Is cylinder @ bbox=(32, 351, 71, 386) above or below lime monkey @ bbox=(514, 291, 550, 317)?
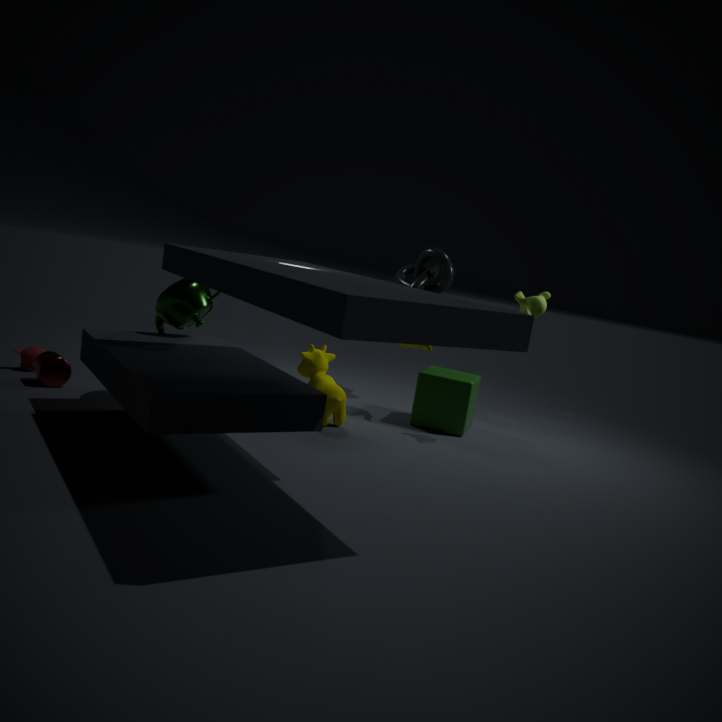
below
